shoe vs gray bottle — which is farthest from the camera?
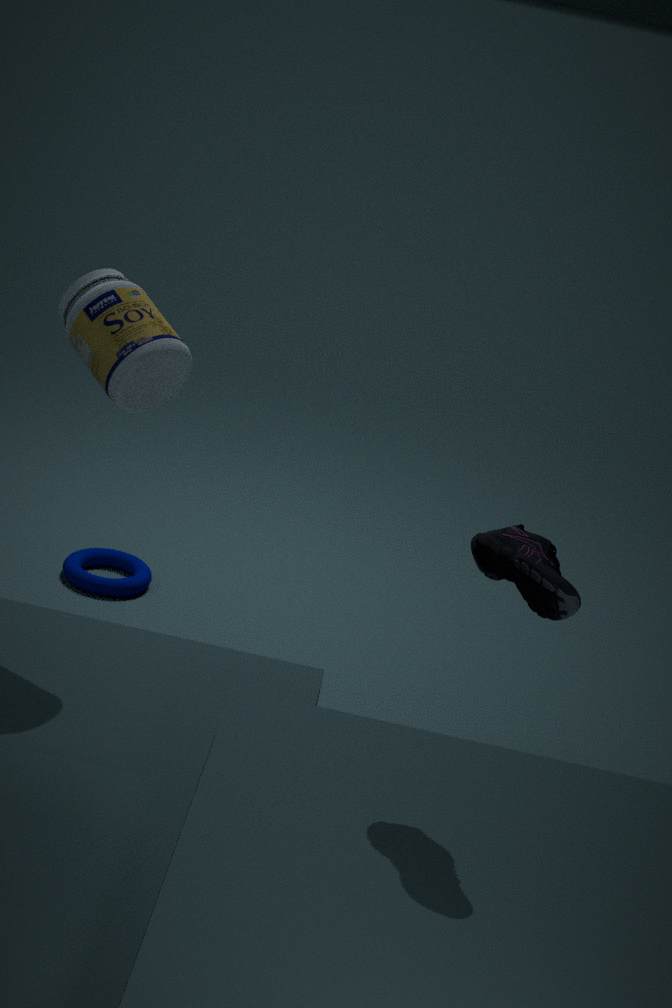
gray bottle
